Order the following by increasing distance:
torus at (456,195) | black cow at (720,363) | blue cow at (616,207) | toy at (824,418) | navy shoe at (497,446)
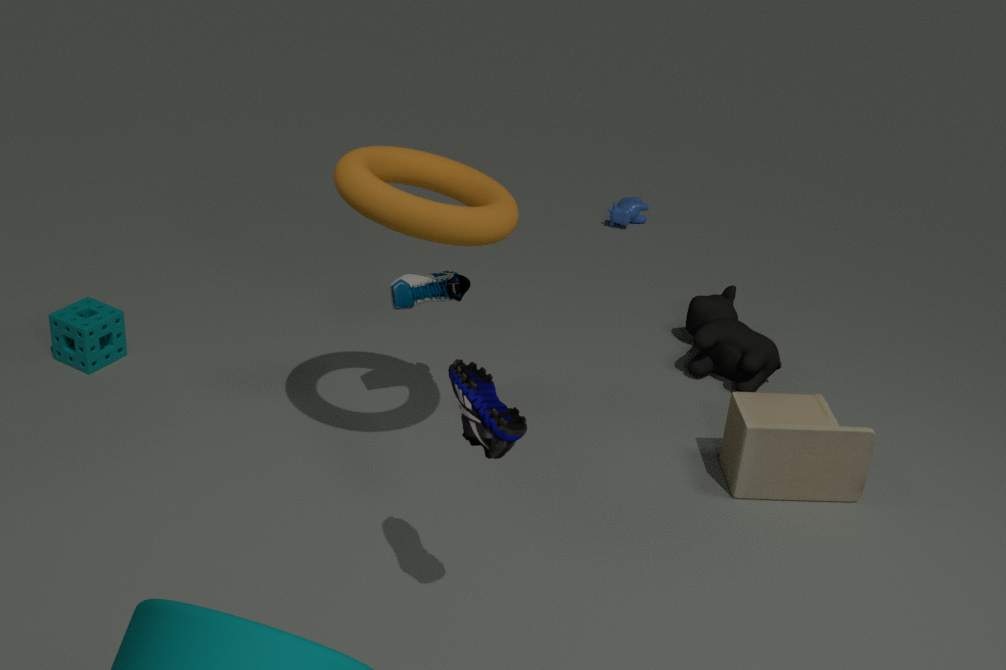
navy shoe at (497,446)
torus at (456,195)
toy at (824,418)
black cow at (720,363)
blue cow at (616,207)
